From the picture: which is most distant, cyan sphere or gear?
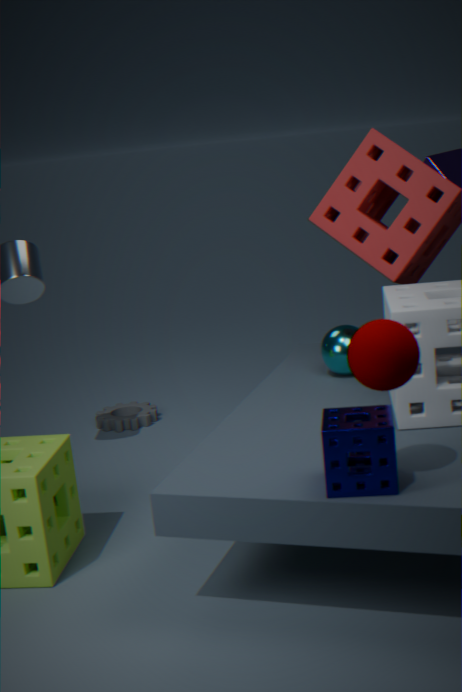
gear
